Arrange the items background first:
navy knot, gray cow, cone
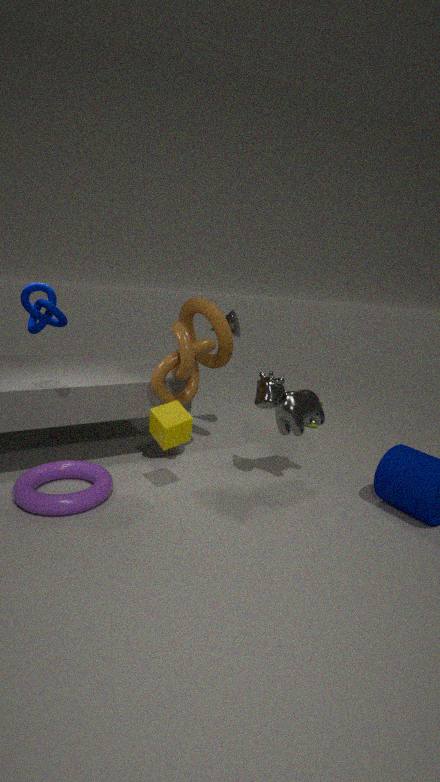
cone < gray cow < navy knot
